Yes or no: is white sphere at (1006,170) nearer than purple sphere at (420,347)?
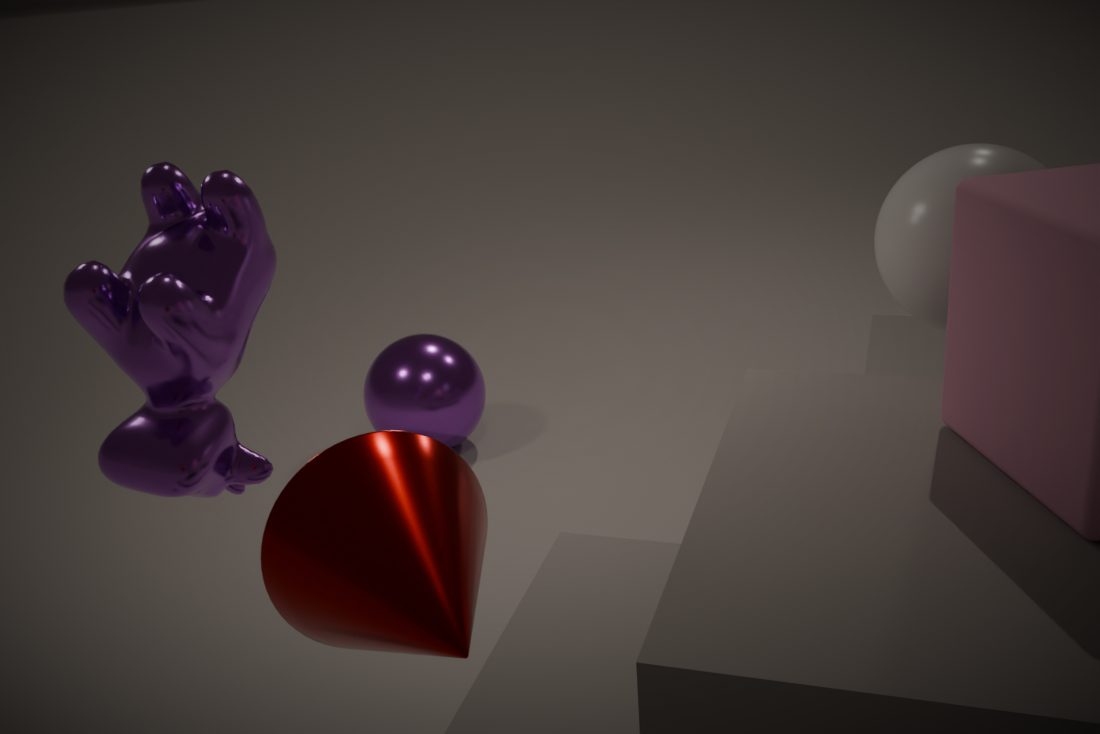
Yes
